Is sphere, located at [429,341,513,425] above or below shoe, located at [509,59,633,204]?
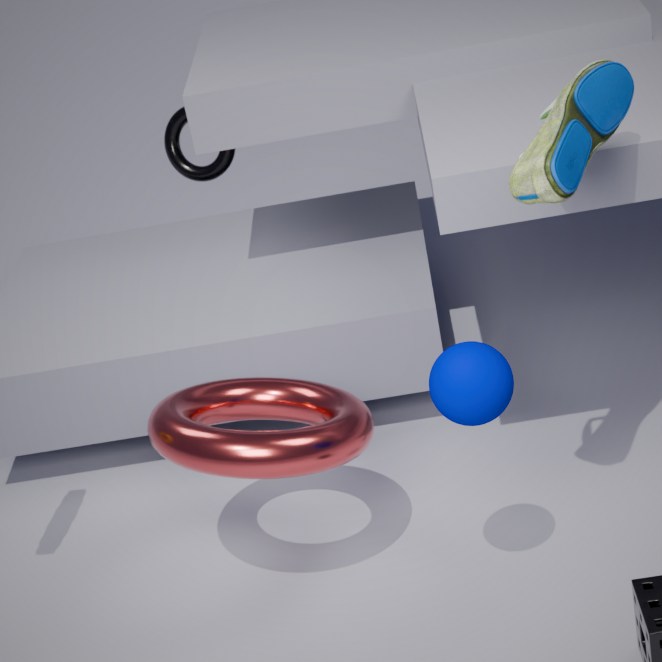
below
